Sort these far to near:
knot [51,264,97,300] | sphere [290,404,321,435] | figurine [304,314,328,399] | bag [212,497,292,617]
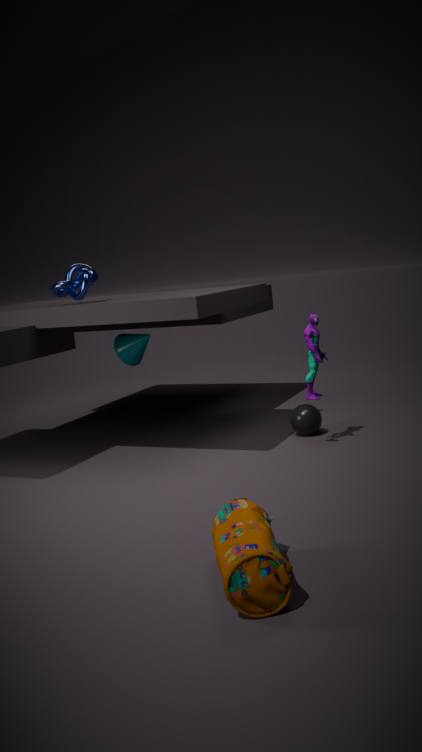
A: sphere [290,404,321,435]
knot [51,264,97,300]
figurine [304,314,328,399]
bag [212,497,292,617]
